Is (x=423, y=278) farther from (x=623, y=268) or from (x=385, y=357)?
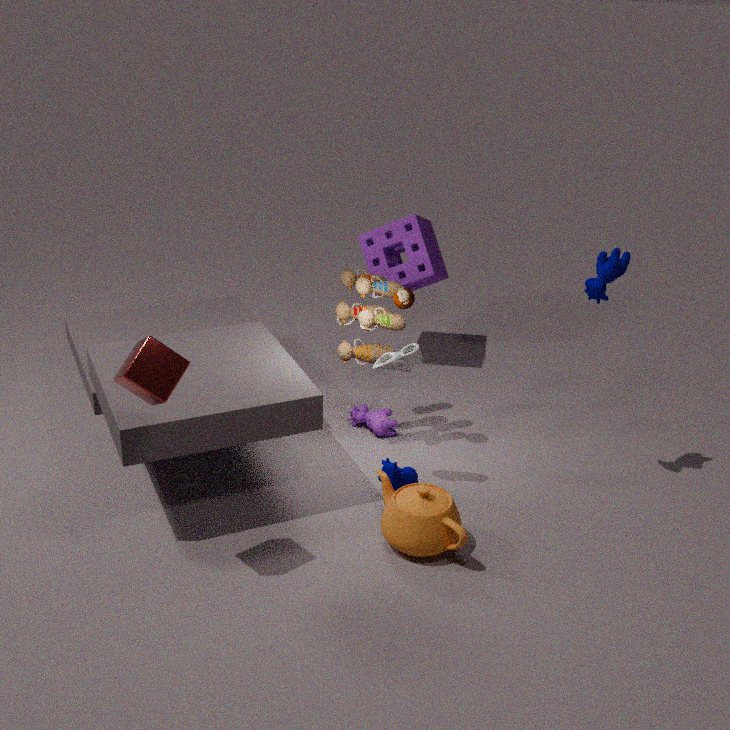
(x=623, y=268)
